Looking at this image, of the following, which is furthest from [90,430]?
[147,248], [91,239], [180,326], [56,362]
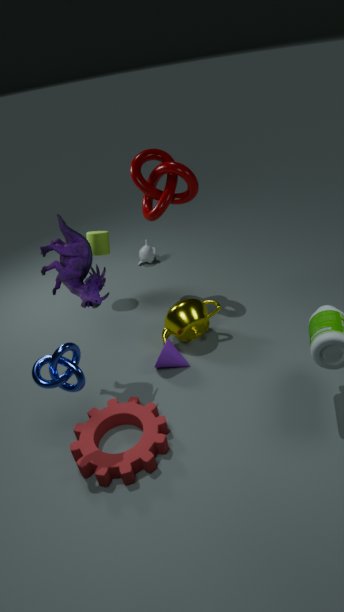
[147,248]
